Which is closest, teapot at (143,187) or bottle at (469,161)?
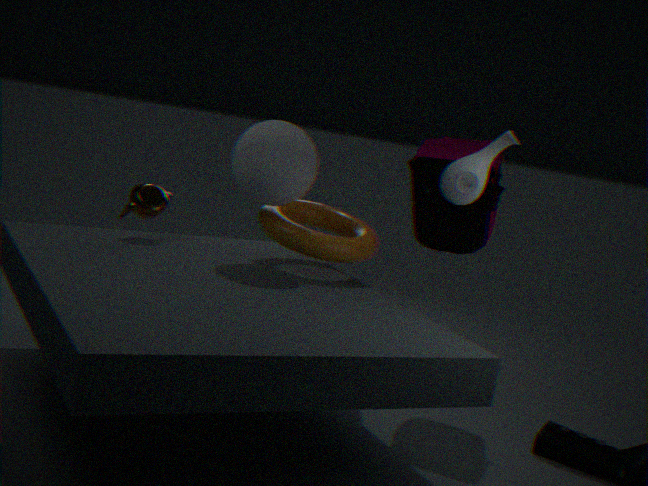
bottle at (469,161)
